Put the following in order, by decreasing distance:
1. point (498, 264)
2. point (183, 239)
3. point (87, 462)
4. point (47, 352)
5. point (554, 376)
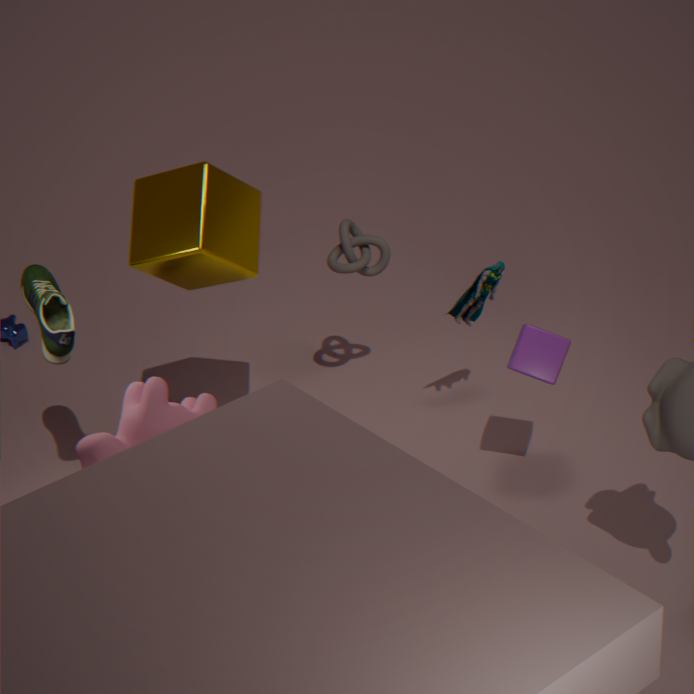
point (498, 264), point (47, 352), point (554, 376), point (183, 239), point (87, 462)
